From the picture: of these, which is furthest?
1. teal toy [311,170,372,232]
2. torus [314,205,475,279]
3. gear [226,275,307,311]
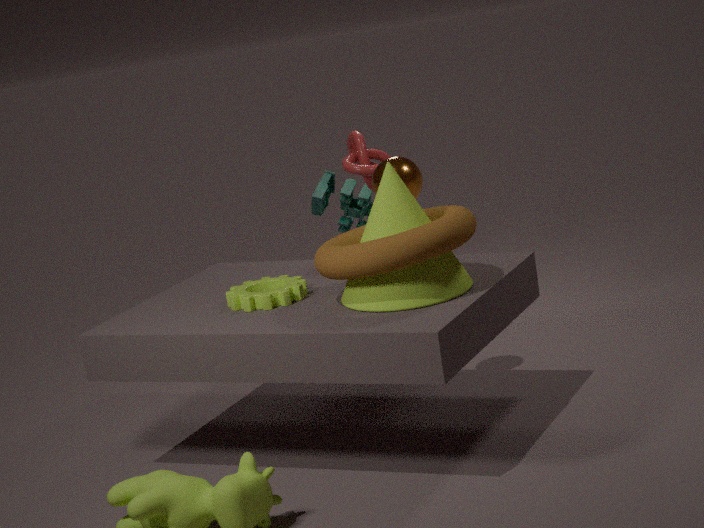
teal toy [311,170,372,232]
